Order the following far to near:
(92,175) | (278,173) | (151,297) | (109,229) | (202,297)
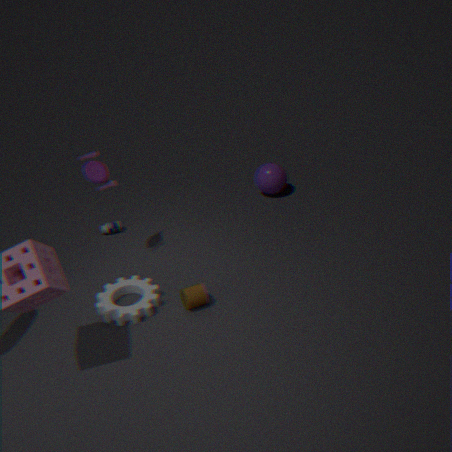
(278,173) < (109,229) < (92,175) < (151,297) < (202,297)
